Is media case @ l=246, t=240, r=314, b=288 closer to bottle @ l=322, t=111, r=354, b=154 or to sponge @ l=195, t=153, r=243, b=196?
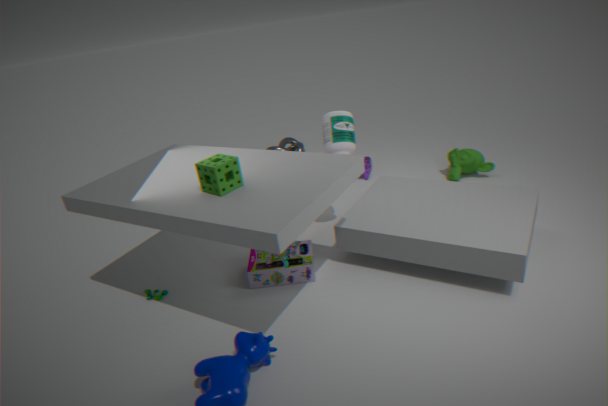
bottle @ l=322, t=111, r=354, b=154
